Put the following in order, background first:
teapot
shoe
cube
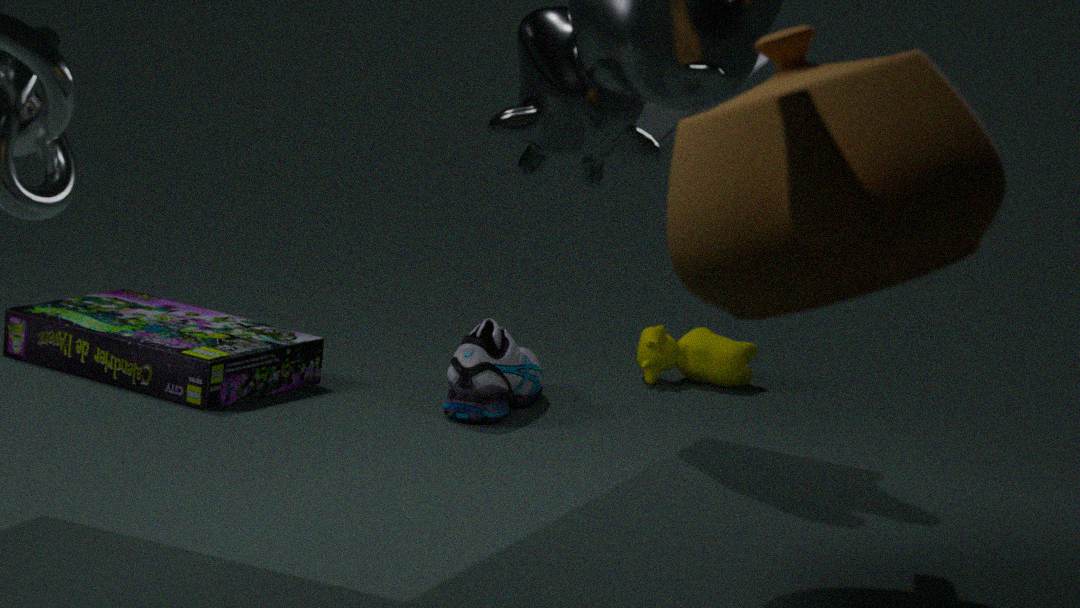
1. shoe
2. cube
3. teapot
